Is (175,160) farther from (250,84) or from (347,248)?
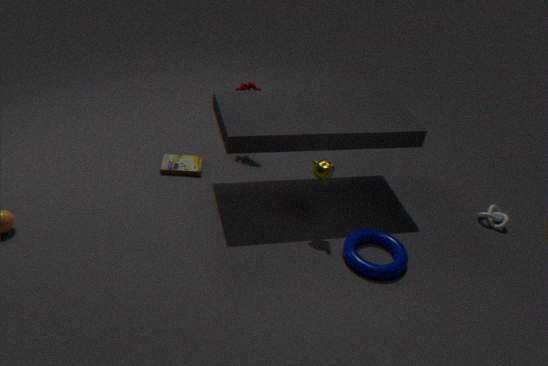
(347,248)
